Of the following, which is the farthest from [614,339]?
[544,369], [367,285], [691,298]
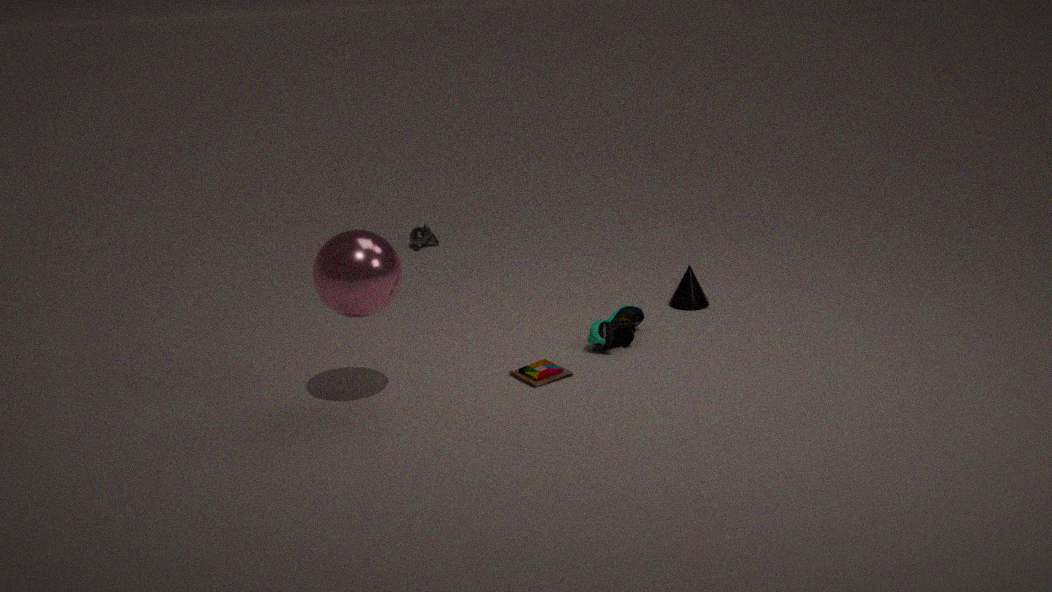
[367,285]
